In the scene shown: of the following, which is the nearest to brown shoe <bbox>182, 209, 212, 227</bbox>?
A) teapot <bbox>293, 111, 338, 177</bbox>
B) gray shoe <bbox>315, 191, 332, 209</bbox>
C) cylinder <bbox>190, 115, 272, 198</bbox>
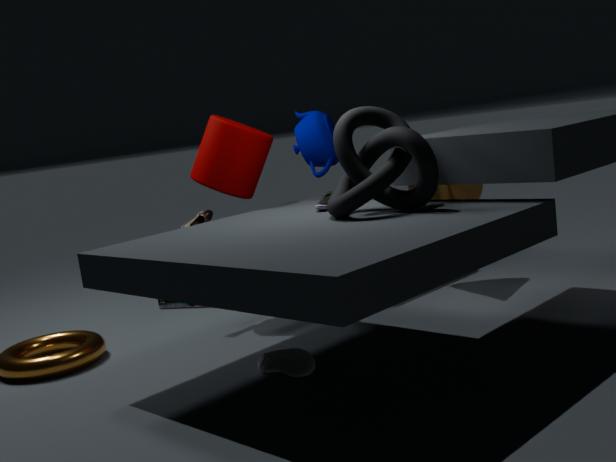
cylinder <bbox>190, 115, 272, 198</bbox>
